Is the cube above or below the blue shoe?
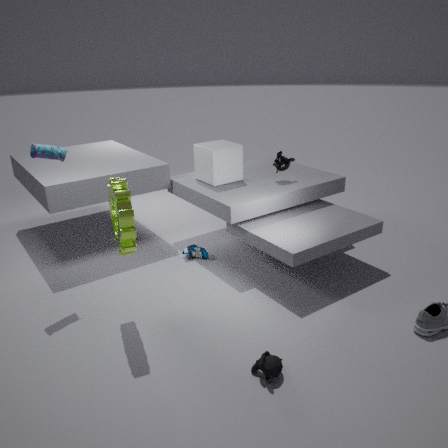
above
